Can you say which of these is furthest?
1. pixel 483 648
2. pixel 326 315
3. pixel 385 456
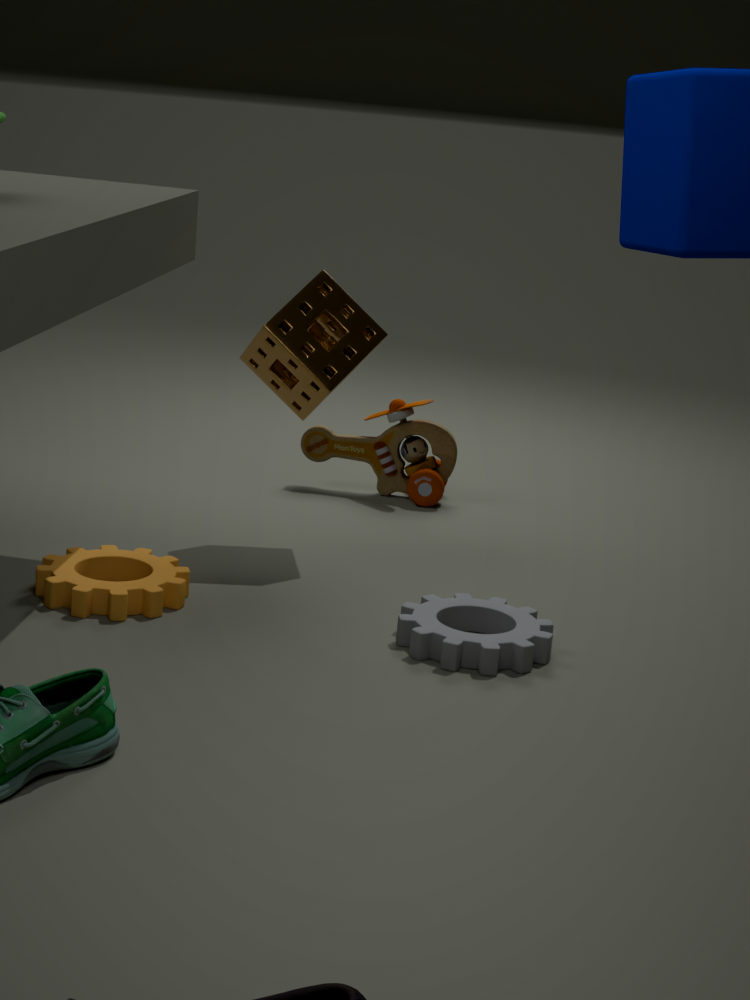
pixel 385 456
